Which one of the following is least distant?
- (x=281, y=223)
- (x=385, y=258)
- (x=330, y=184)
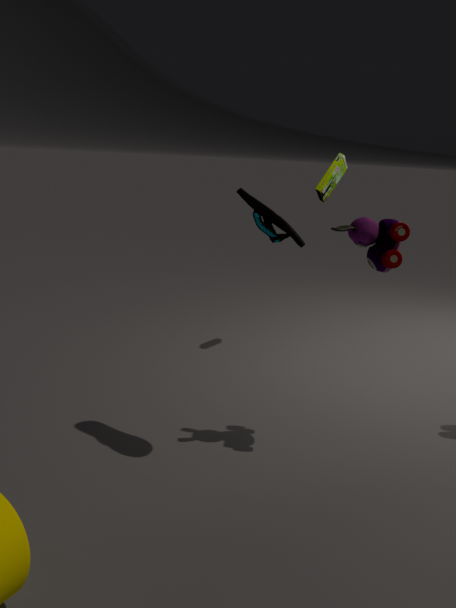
(x=281, y=223)
